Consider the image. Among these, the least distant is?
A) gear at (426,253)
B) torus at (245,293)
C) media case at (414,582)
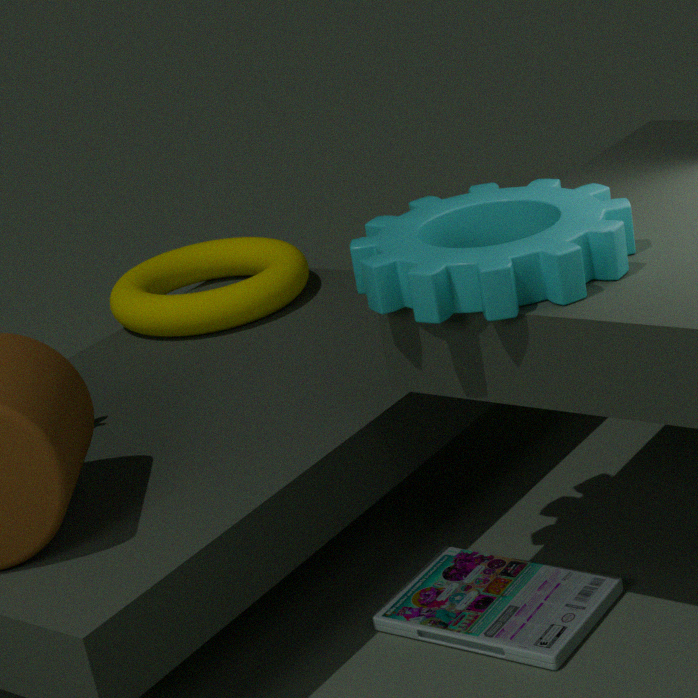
A. gear at (426,253)
